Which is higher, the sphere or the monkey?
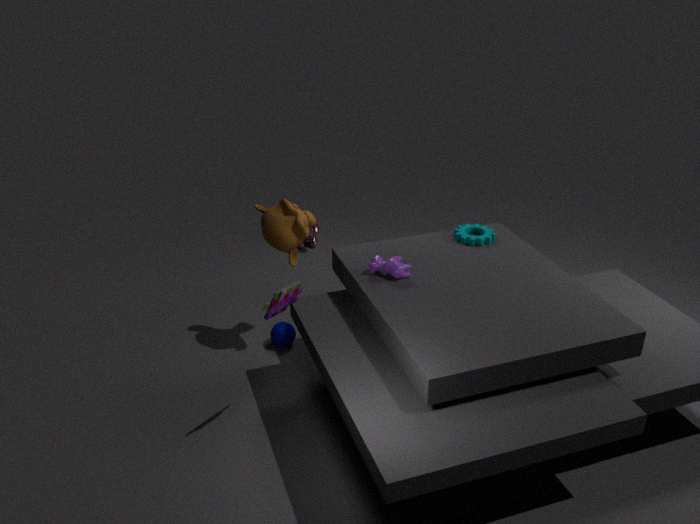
the monkey
